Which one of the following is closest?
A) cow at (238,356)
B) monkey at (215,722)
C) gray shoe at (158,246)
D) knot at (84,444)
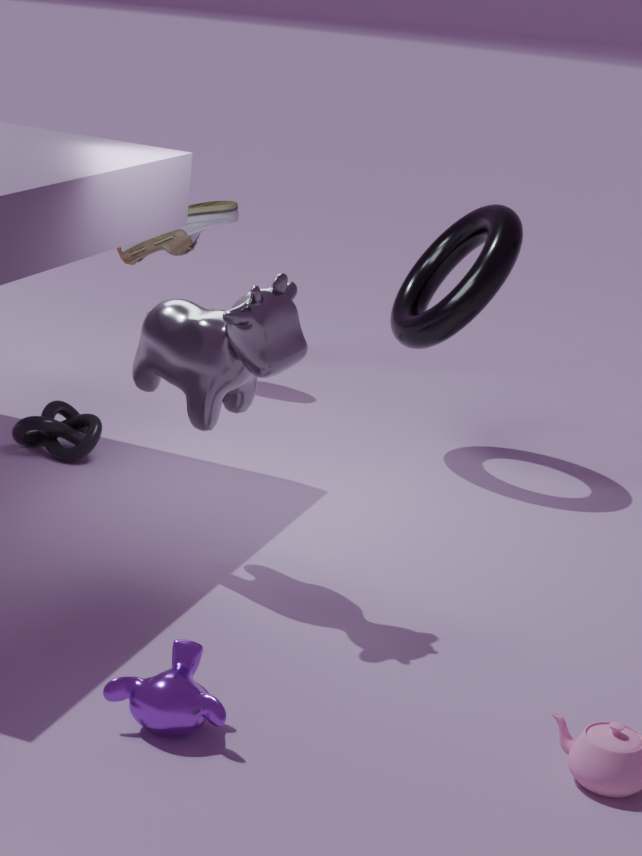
B. monkey at (215,722)
